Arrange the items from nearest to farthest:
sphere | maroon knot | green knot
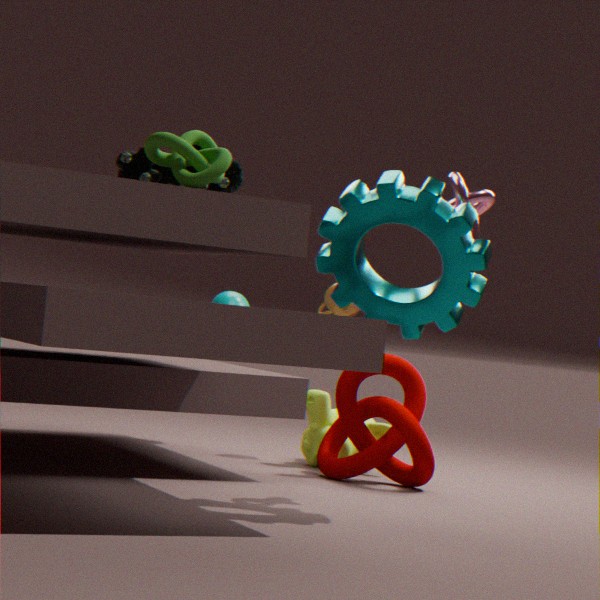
green knot, maroon knot, sphere
